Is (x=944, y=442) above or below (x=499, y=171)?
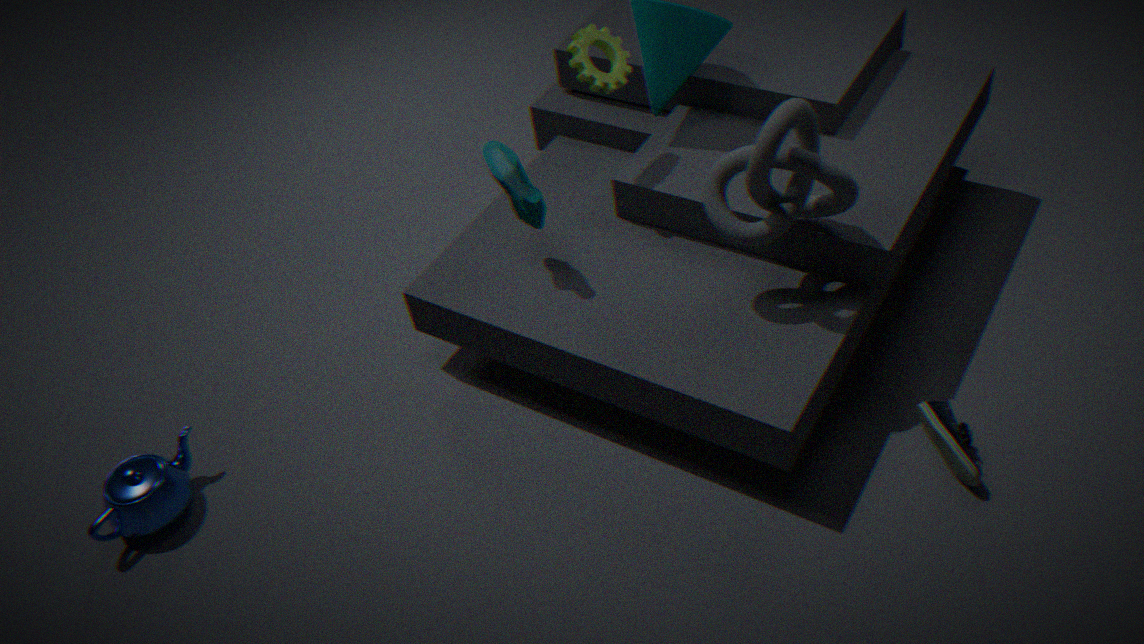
below
